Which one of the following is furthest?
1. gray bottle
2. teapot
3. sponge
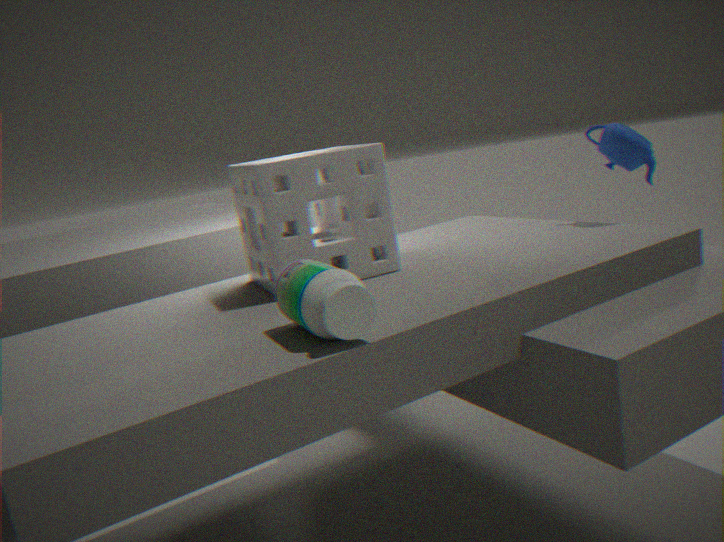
teapot
